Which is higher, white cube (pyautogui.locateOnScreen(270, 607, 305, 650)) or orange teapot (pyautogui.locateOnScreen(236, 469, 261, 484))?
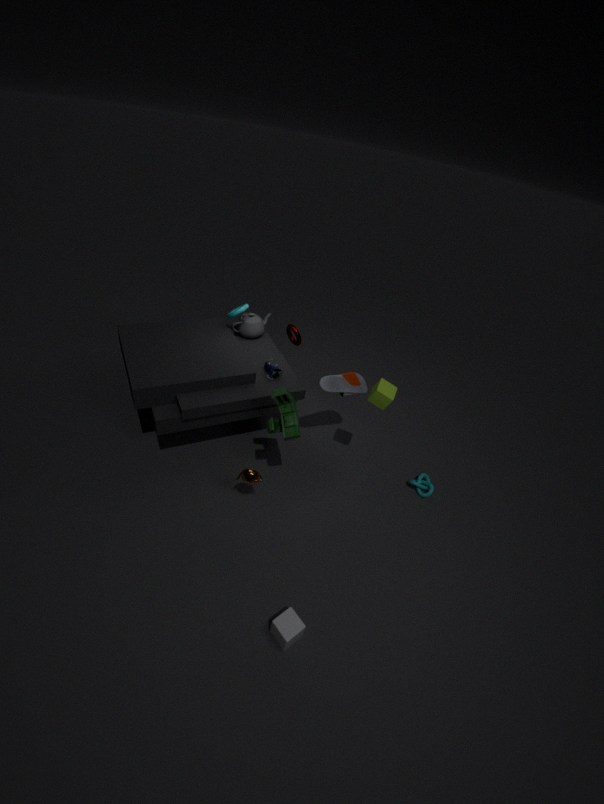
orange teapot (pyautogui.locateOnScreen(236, 469, 261, 484))
